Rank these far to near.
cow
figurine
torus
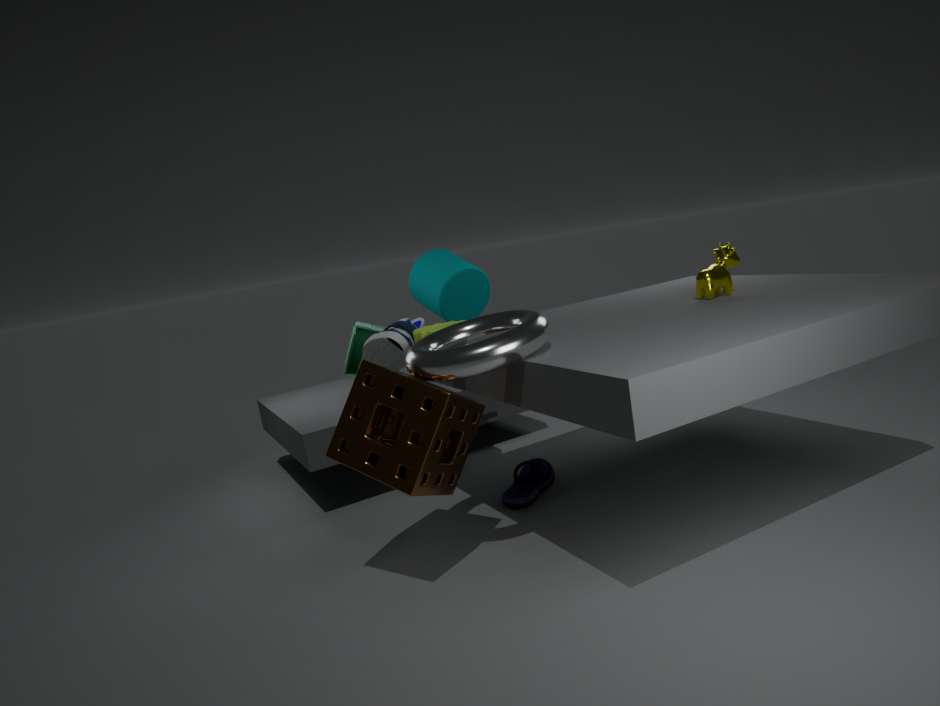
figurine
cow
torus
